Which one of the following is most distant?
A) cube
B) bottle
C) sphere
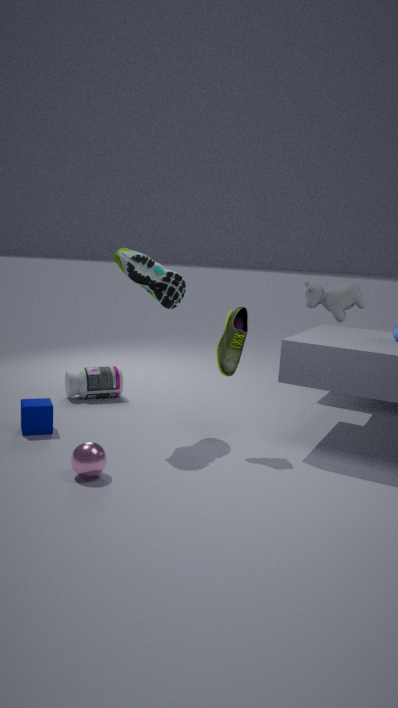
bottle
